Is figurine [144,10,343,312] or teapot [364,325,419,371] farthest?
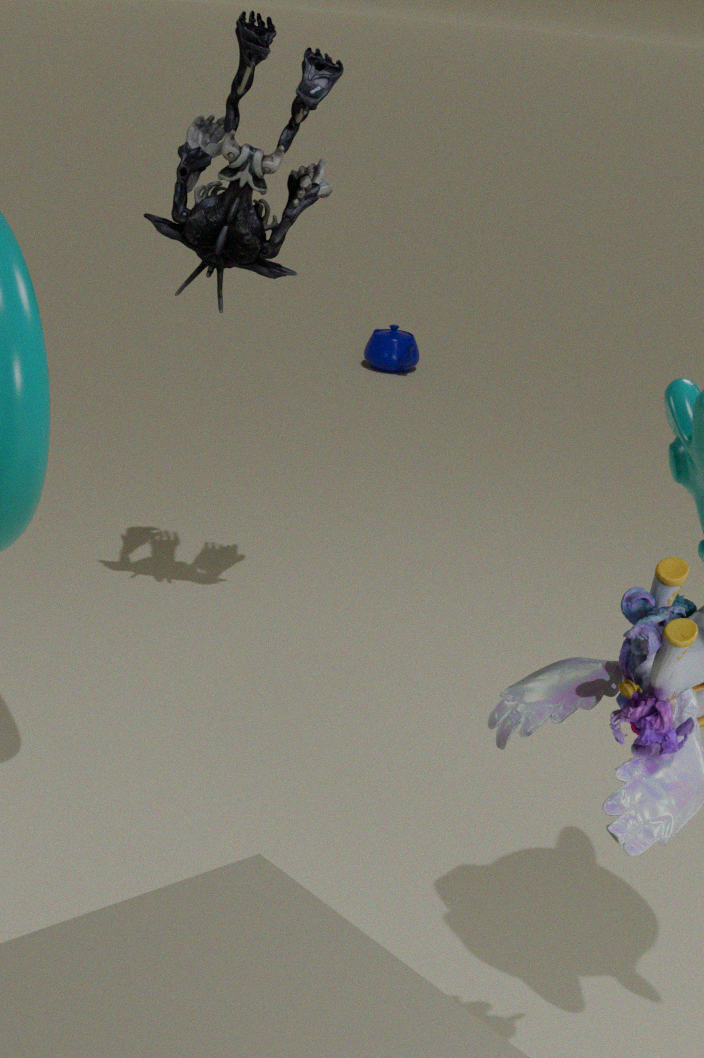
teapot [364,325,419,371]
